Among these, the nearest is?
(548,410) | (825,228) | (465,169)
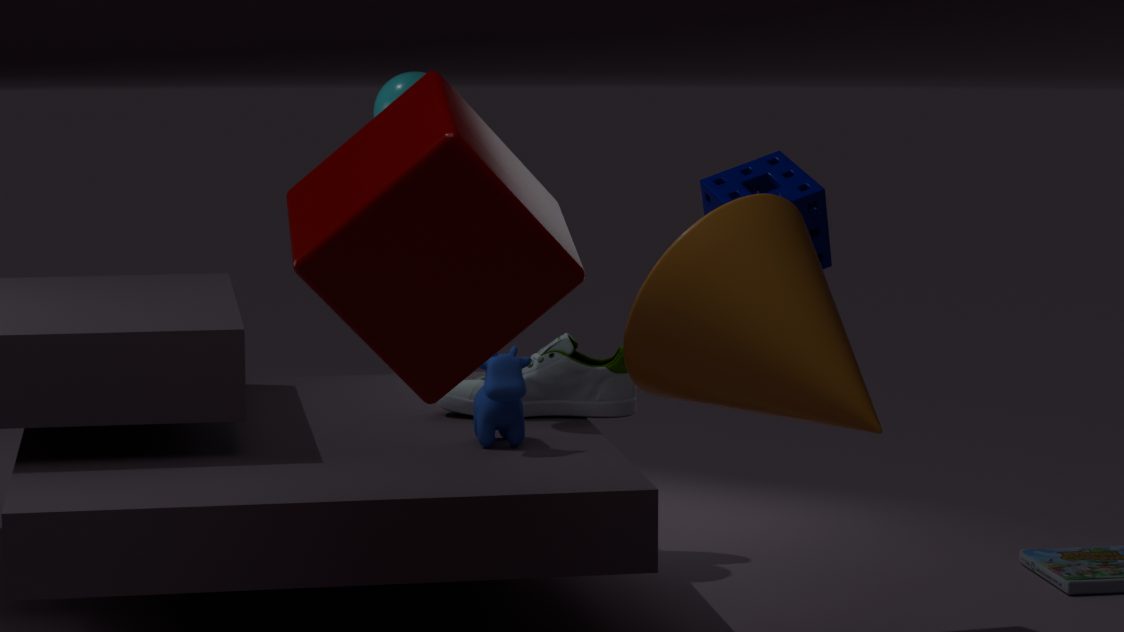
(465,169)
